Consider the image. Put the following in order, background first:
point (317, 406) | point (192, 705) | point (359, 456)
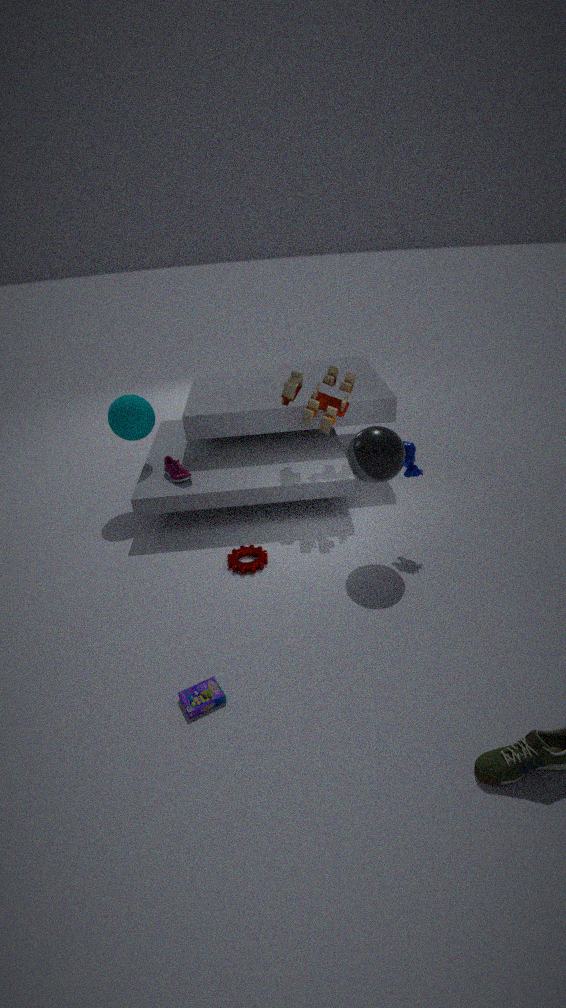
point (317, 406), point (359, 456), point (192, 705)
